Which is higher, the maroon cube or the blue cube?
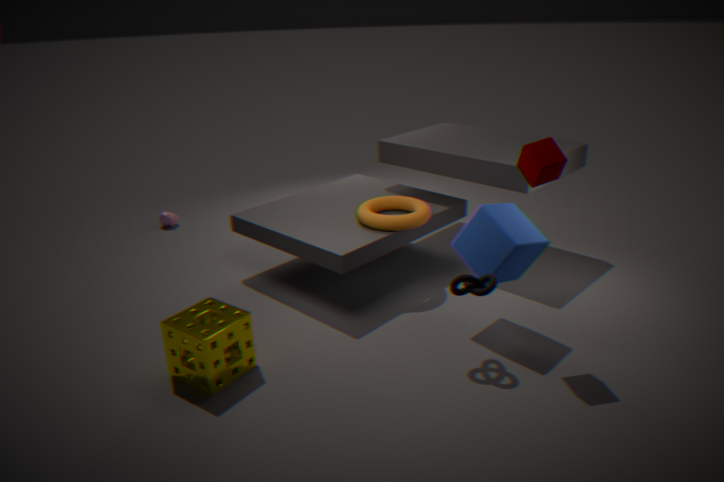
the maroon cube
